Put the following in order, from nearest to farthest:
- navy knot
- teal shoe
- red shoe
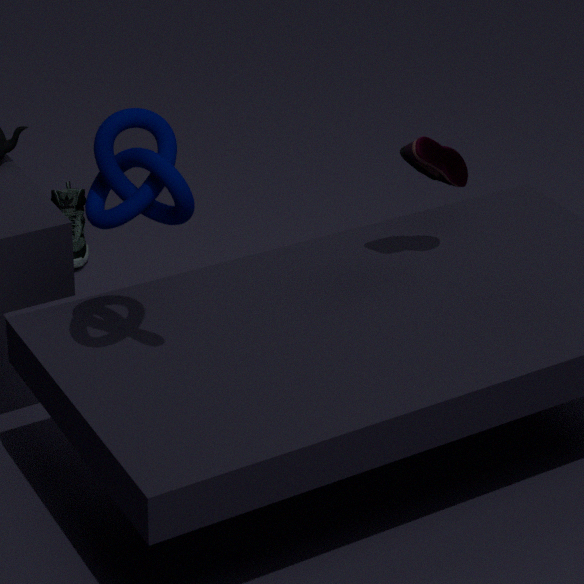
navy knot < red shoe < teal shoe
